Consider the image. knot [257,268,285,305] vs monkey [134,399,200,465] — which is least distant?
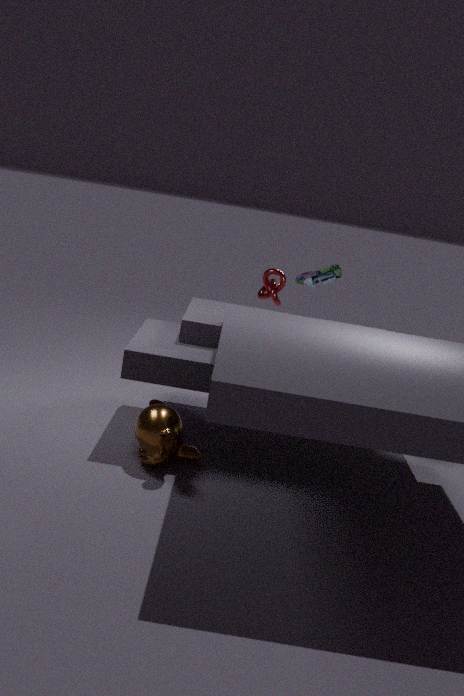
monkey [134,399,200,465]
